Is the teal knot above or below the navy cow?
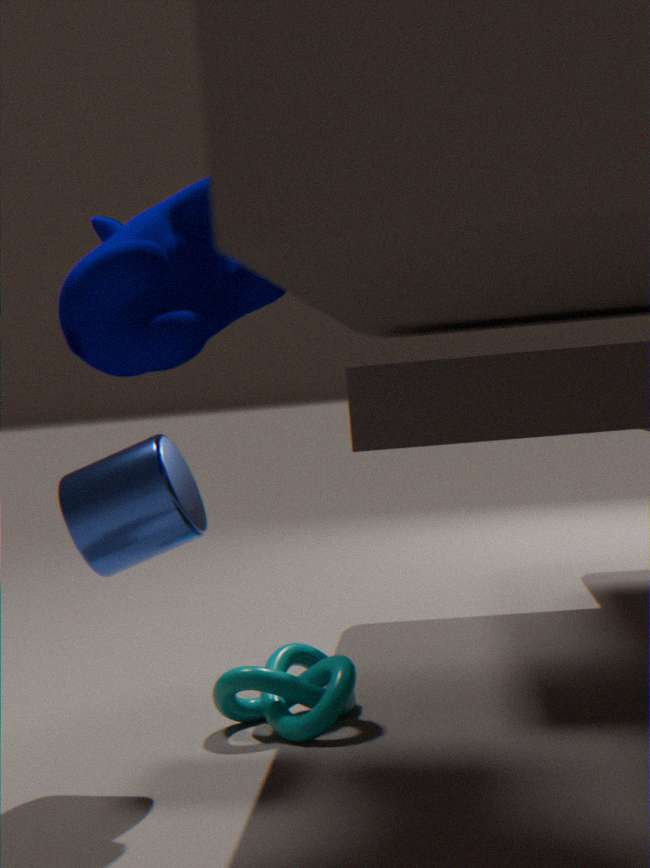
below
